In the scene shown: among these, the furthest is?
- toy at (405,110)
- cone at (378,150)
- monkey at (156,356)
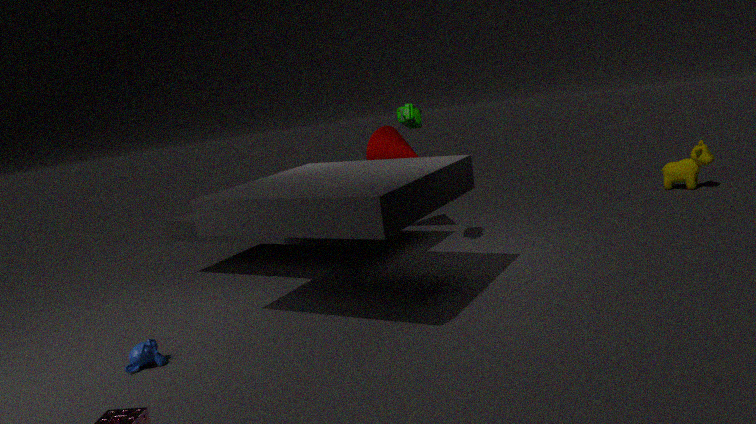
cone at (378,150)
